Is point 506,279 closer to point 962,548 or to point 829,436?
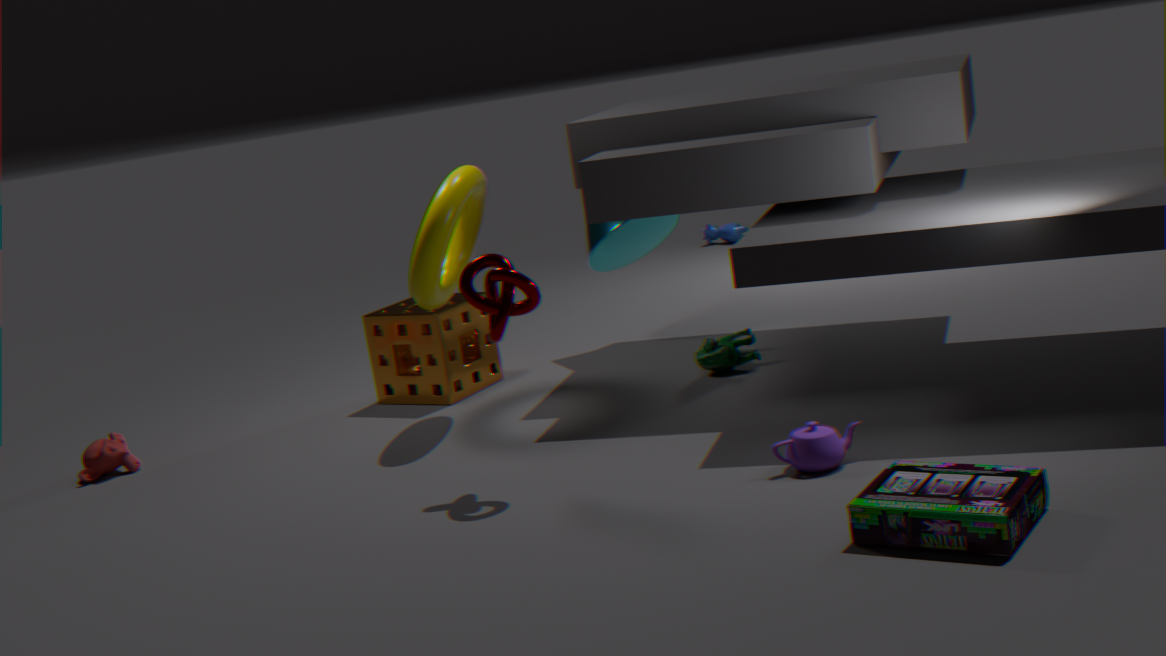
point 829,436
